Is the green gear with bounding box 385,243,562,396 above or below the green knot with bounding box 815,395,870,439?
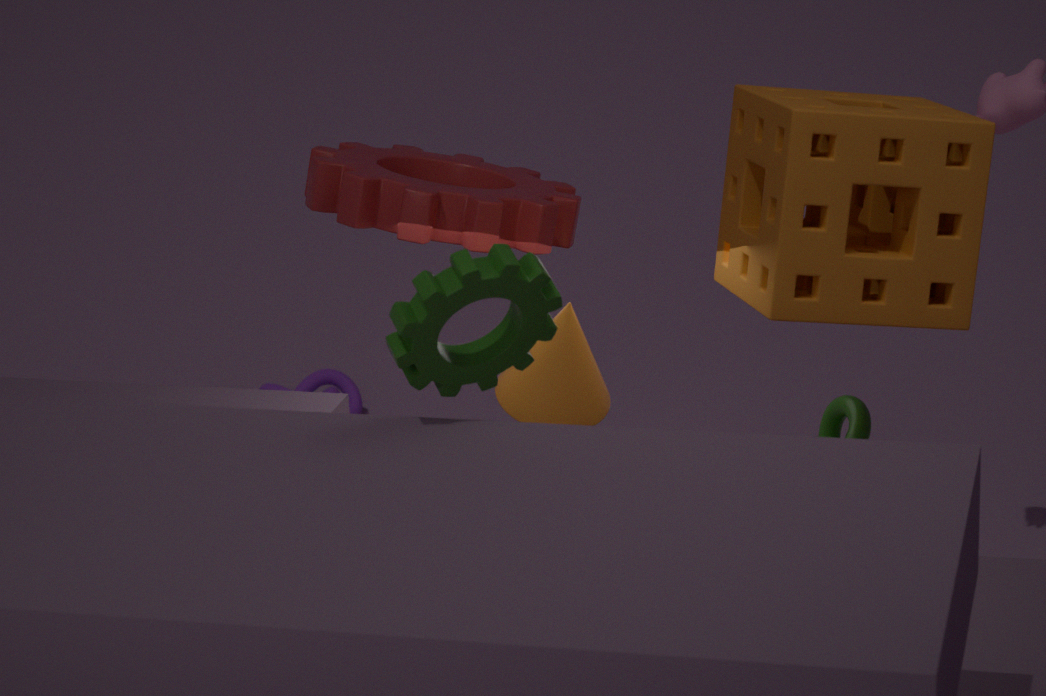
above
